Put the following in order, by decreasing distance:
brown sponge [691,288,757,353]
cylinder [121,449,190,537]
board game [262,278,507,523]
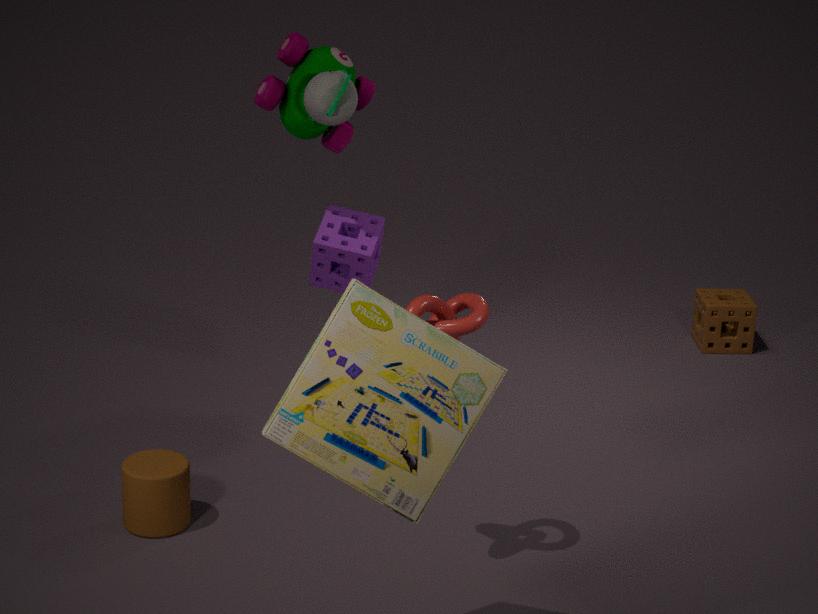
brown sponge [691,288,757,353] → cylinder [121,449,190,537] → board game [262,278,507,523]
